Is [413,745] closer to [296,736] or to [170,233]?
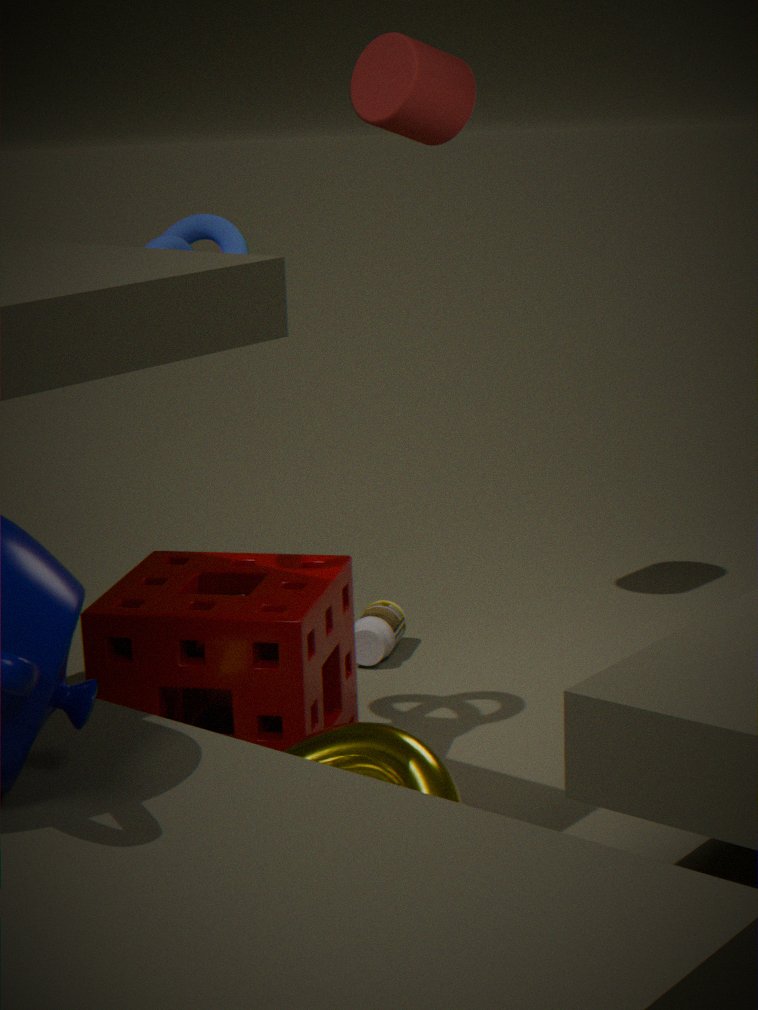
[296,736]
